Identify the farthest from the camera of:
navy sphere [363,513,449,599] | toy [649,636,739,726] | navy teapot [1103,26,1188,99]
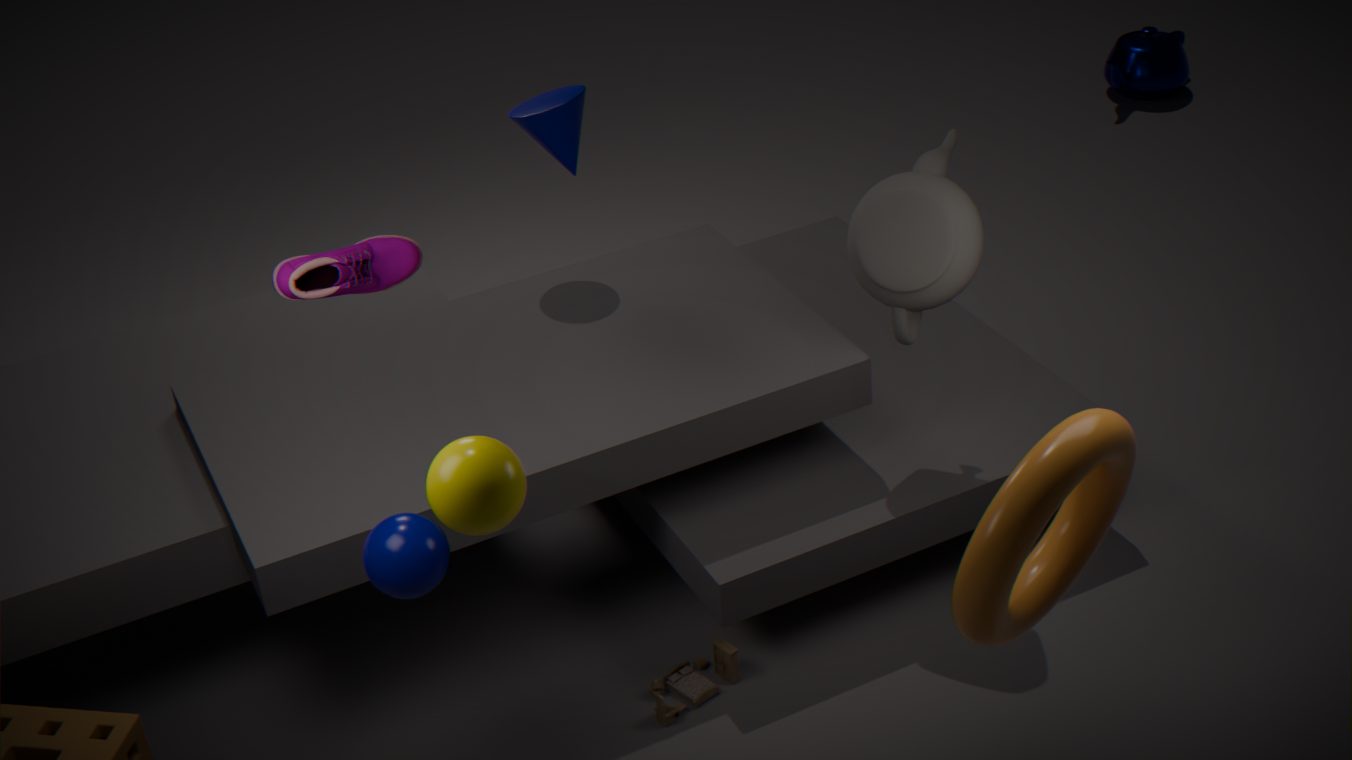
navy teapot [1103,26,1188,99]
